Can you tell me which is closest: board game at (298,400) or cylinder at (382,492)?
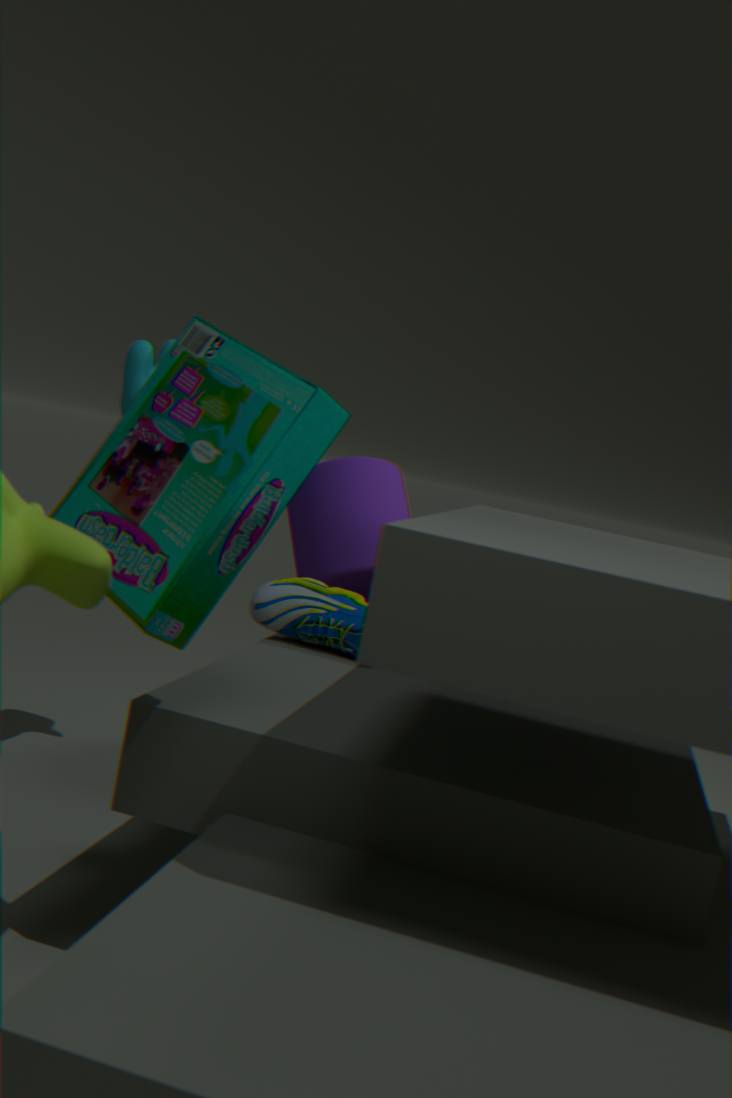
board game at (298,400)
